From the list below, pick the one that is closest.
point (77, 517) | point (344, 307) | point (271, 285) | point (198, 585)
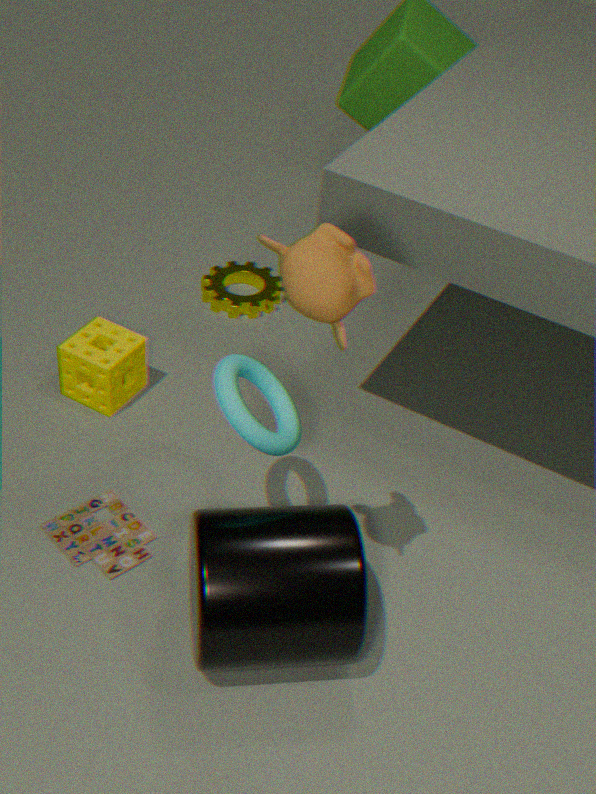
point (344, 307)
